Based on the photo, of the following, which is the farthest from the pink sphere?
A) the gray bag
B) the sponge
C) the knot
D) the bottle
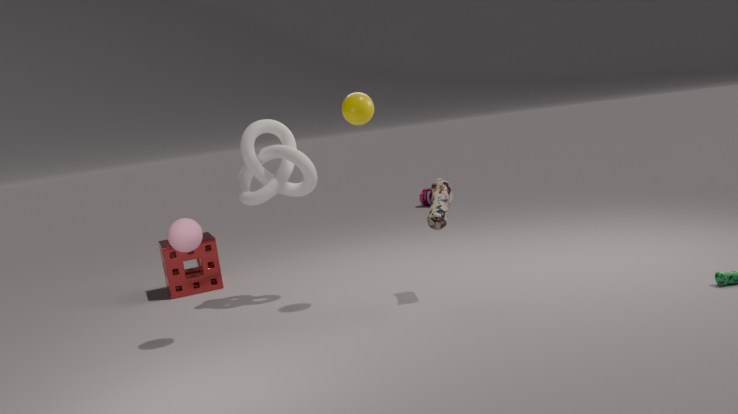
the bottle
